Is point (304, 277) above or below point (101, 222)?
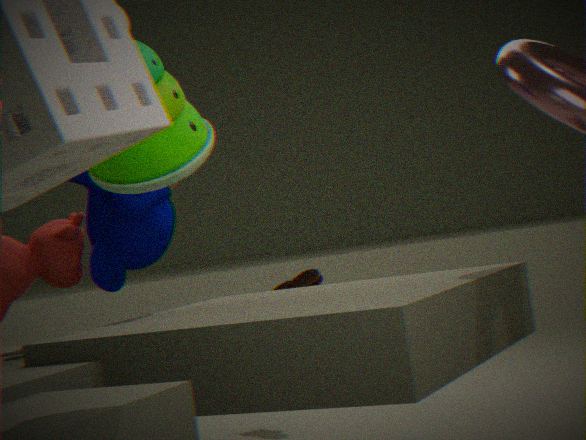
below
